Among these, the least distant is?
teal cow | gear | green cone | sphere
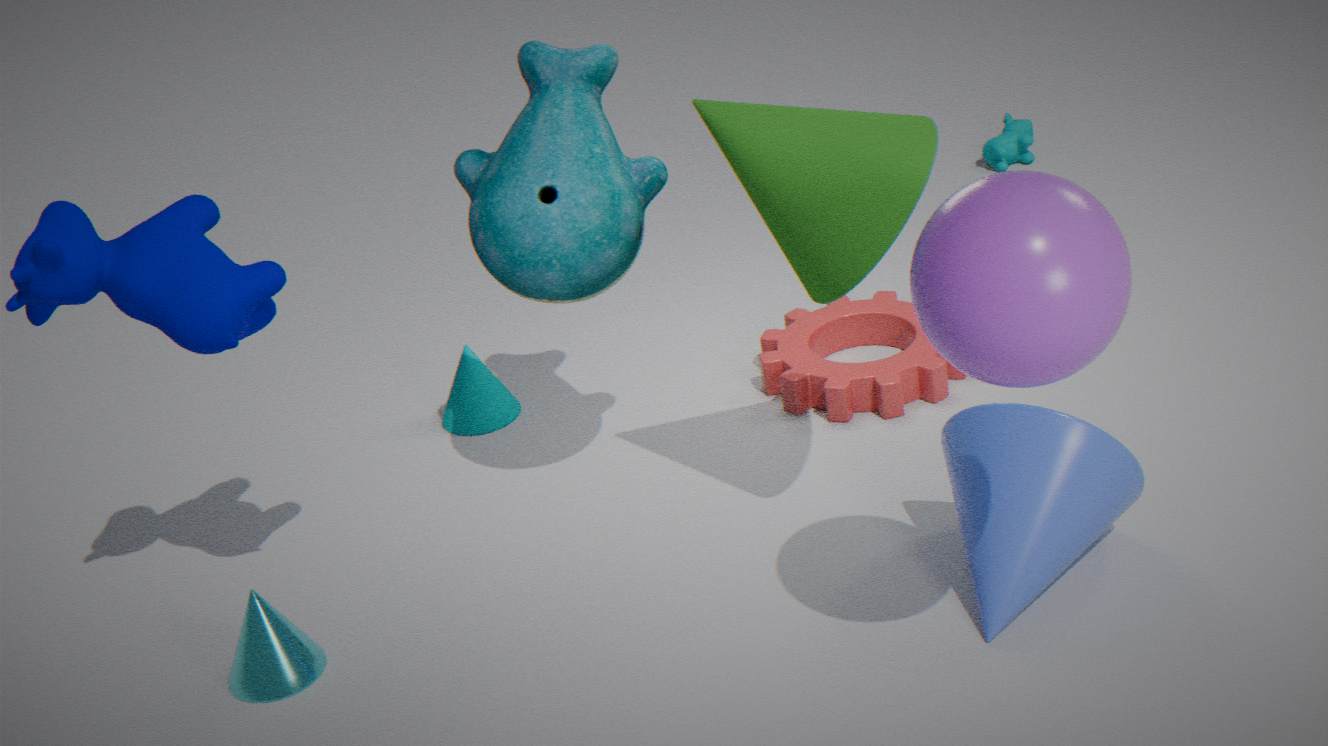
sphere
